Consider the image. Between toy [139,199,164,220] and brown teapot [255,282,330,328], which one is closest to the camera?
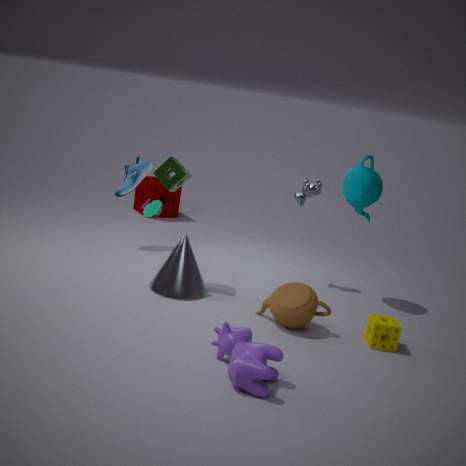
brown teapot [255,282,330,328]
